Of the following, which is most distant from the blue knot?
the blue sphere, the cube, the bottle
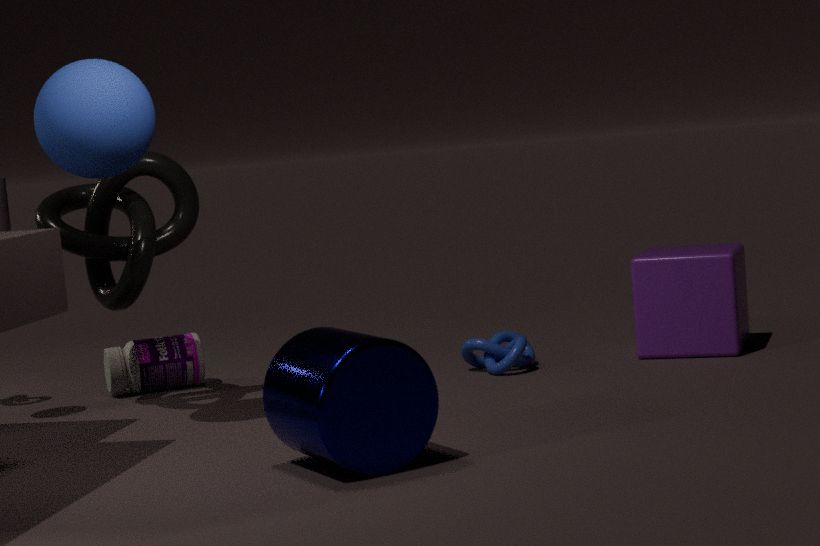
the blue sphere
